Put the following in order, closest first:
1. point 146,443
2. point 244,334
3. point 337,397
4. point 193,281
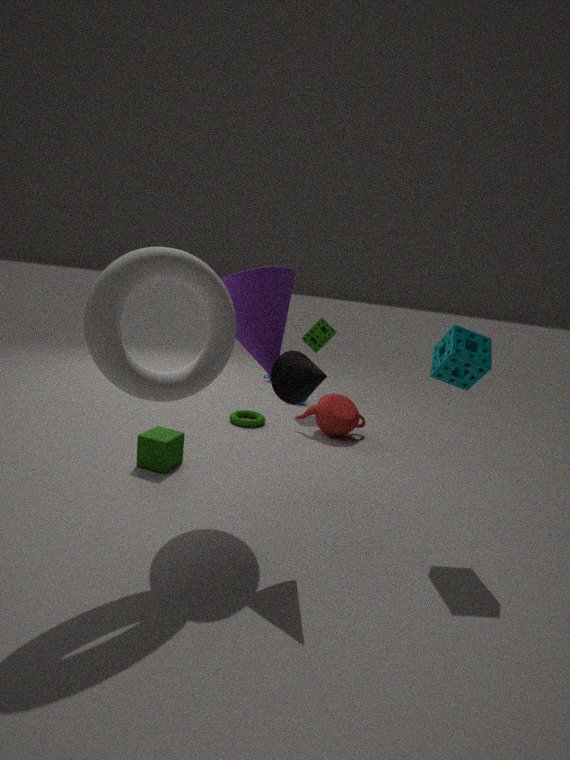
point 193,281
point 244,334
point 146,443
point 337,397
